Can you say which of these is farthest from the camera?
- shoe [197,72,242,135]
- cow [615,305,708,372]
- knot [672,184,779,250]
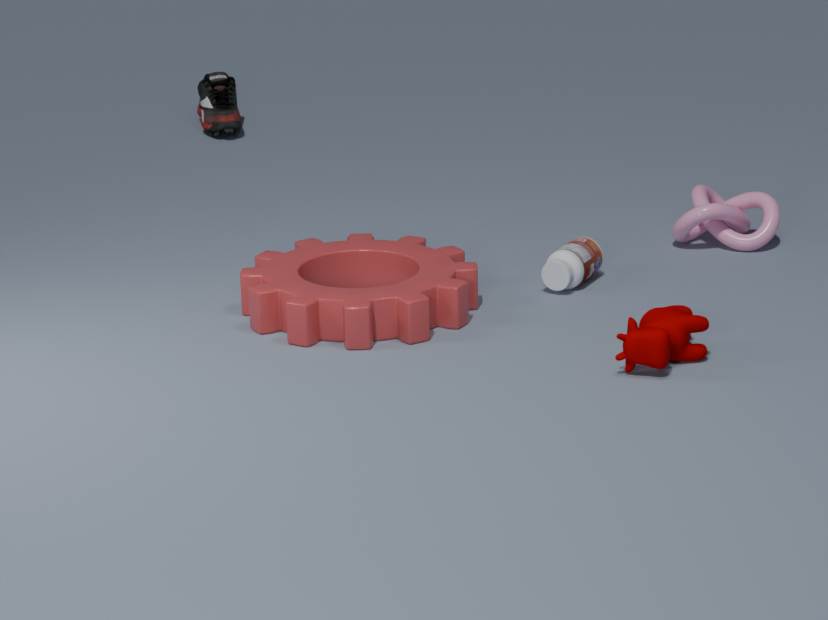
shoe [197,72,242,135]
